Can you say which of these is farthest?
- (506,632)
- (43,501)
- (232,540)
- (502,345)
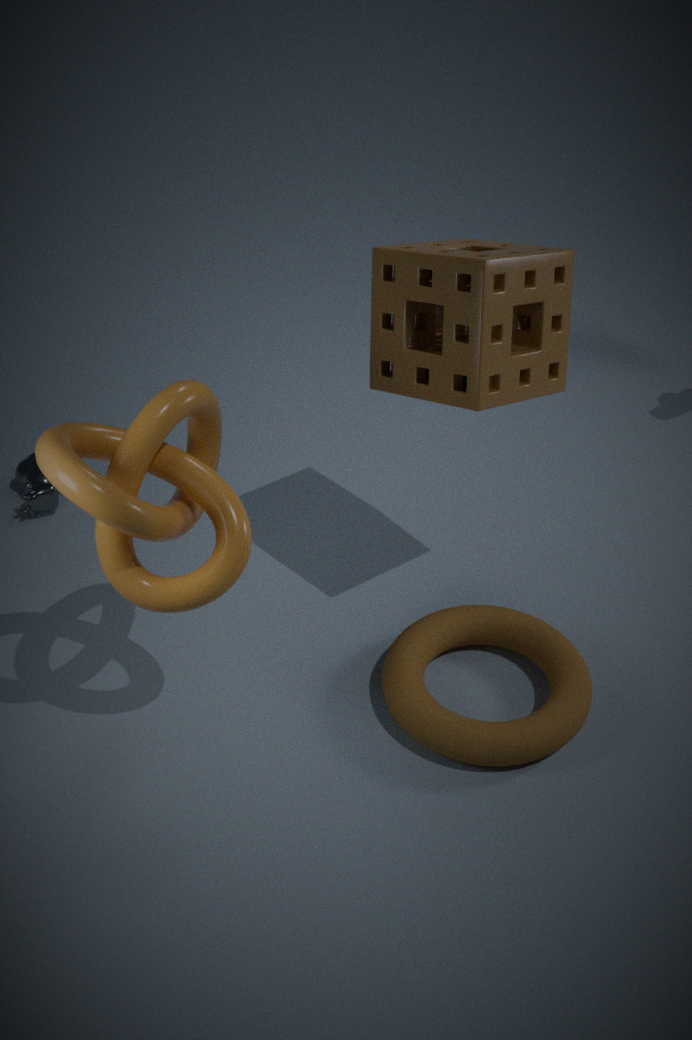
(43,501)
